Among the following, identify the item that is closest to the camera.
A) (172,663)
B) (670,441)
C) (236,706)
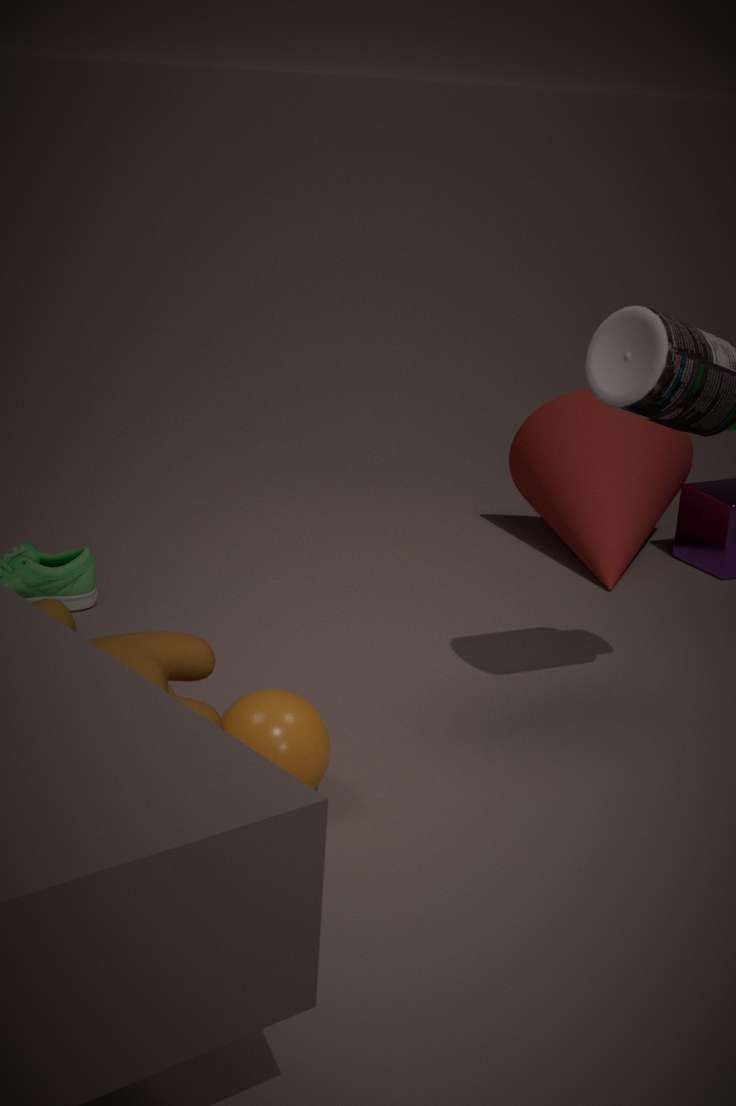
(236,706)
